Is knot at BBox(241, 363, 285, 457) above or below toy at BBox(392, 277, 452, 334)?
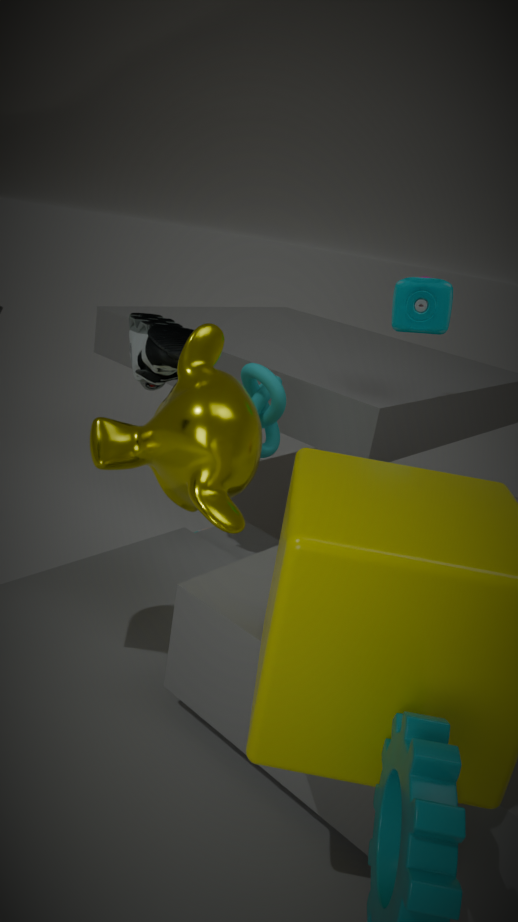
below
